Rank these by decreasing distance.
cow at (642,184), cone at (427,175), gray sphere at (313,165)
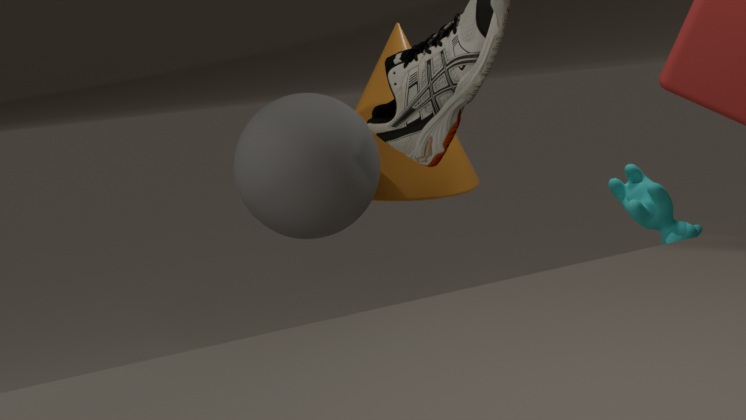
cone at (427,175) → cow at (642,184) → gray sphere at (313,165)
